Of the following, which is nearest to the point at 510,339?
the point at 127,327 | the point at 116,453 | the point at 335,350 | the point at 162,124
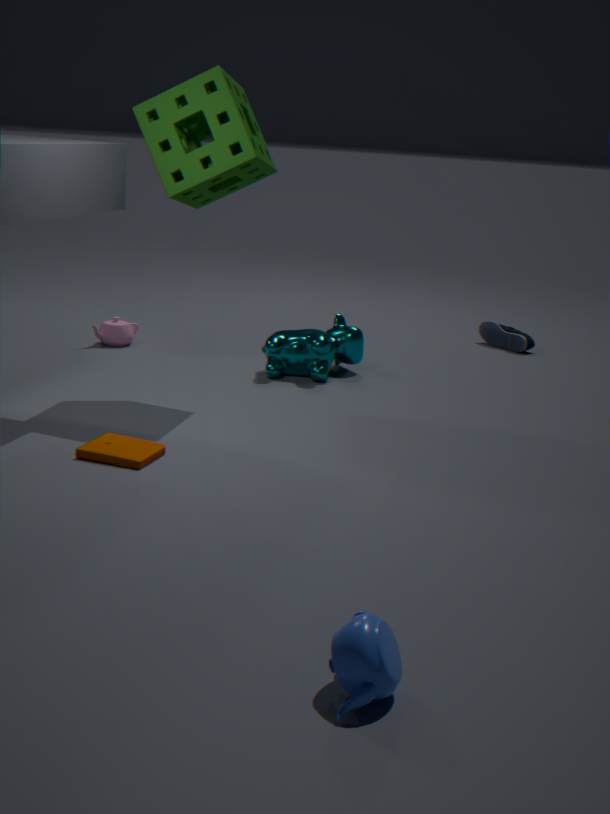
the point at 335,350
